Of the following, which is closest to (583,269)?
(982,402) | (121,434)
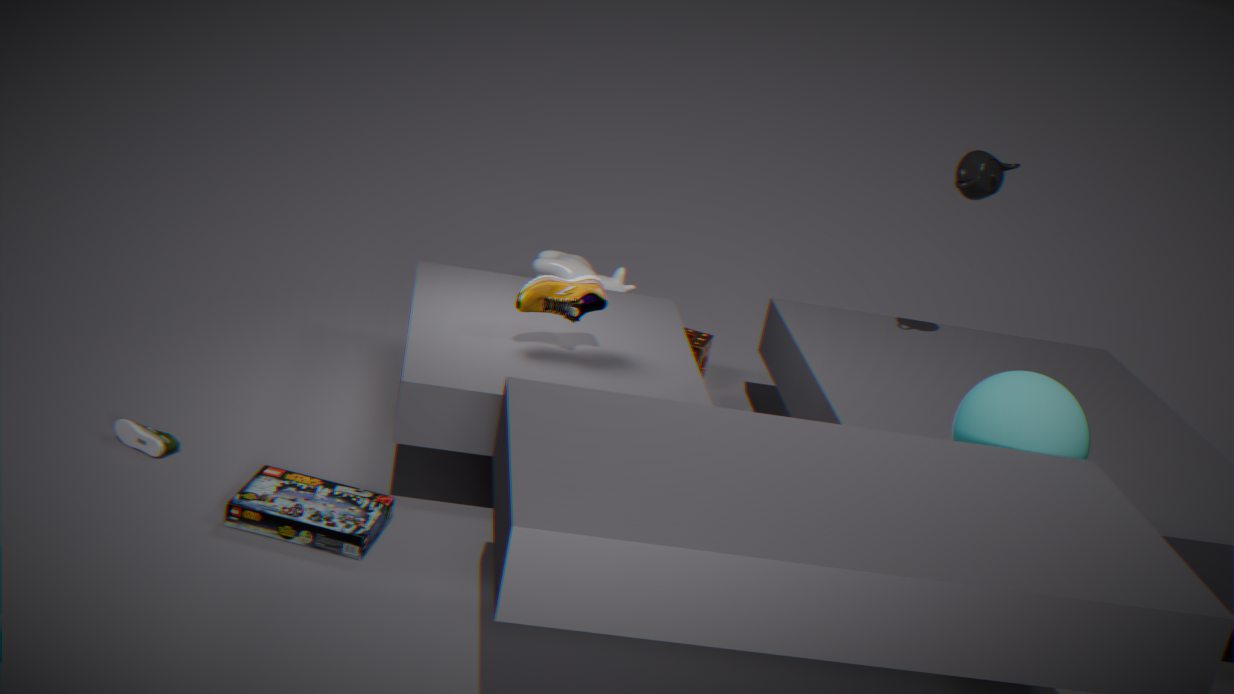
(121,434)
